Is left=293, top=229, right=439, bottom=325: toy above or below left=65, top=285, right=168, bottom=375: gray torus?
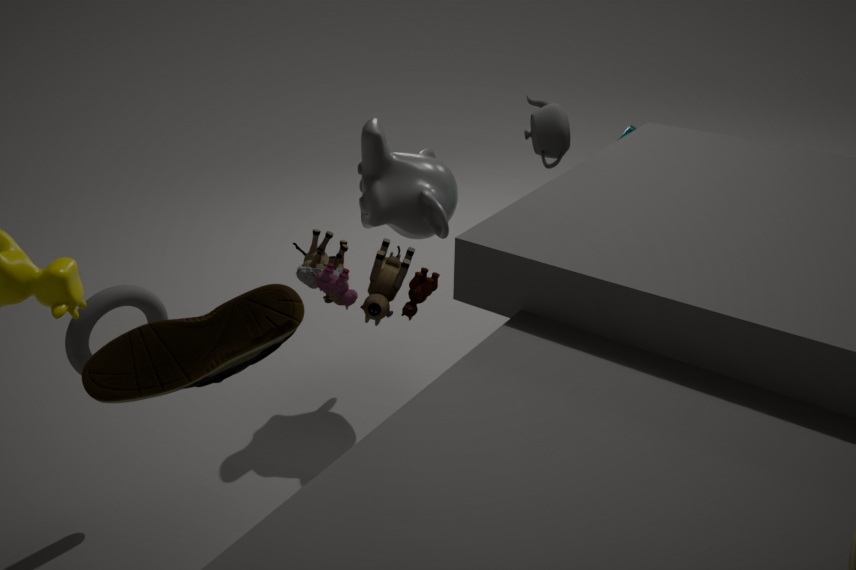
above
